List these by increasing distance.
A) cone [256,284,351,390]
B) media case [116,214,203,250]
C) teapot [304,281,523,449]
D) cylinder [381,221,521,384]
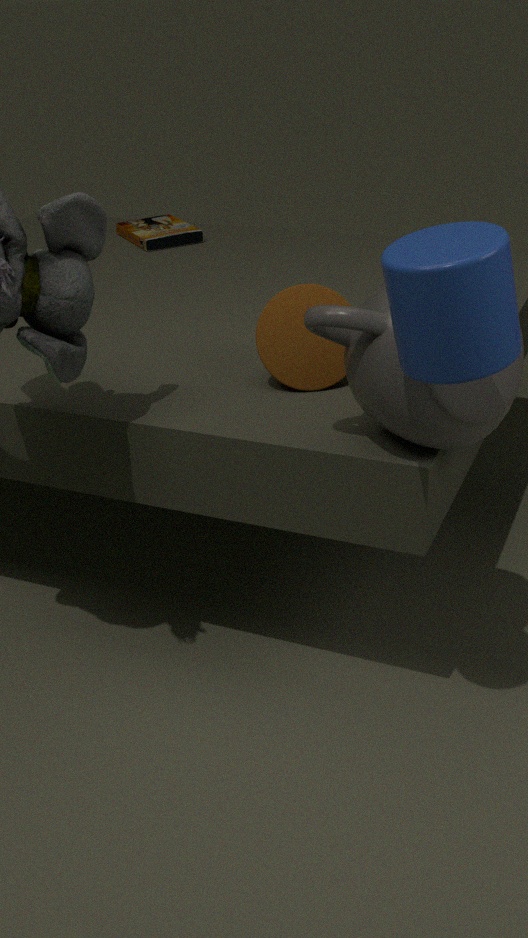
cylinder [381,221,521,384]
teapot [304,281,523,449]
cone [256,284,351,390]
media case [116,214,203,250]
